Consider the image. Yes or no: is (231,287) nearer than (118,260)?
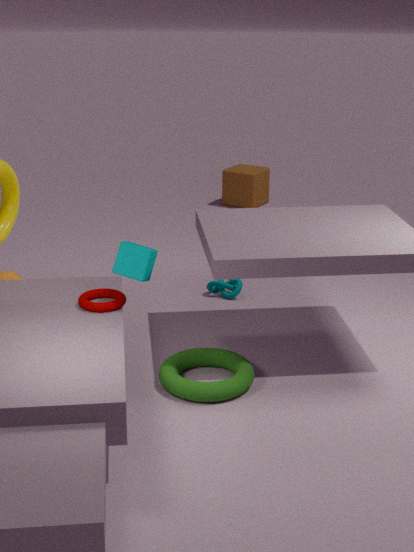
No
